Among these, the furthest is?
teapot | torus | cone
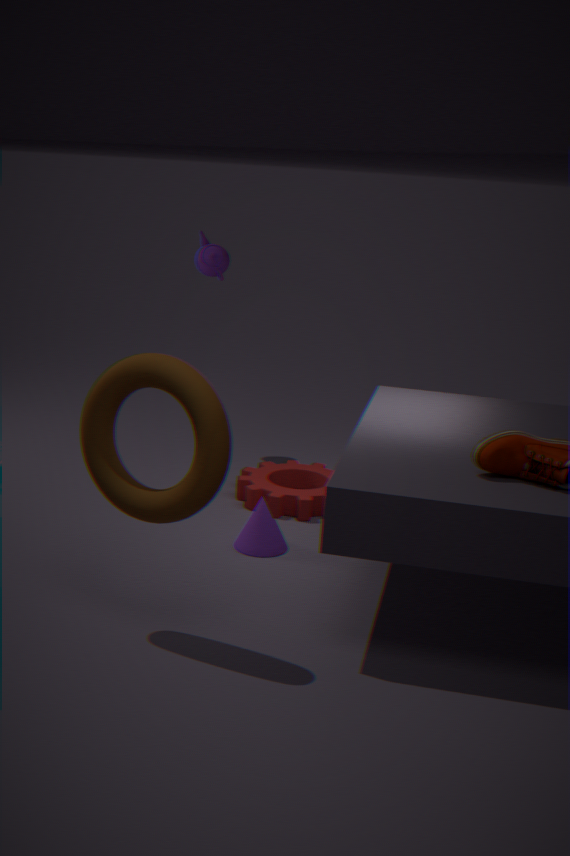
teapot
